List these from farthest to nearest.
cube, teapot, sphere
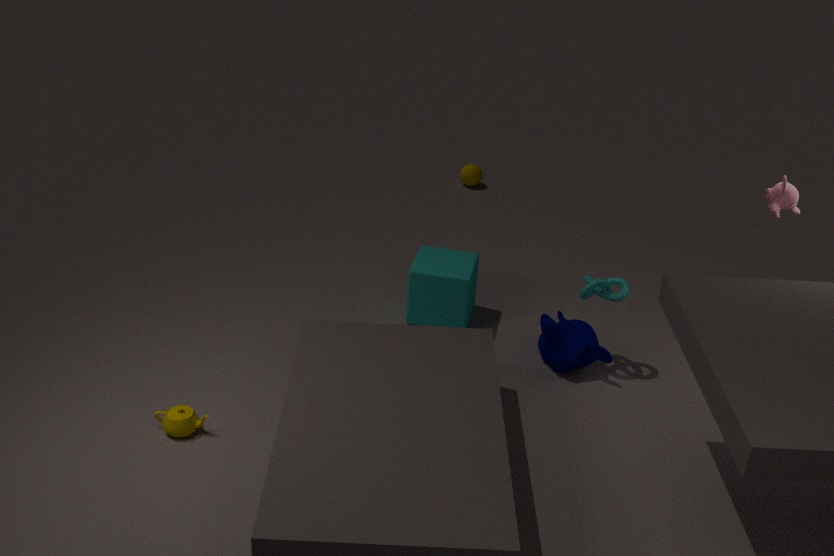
sphere
cube
teapot
